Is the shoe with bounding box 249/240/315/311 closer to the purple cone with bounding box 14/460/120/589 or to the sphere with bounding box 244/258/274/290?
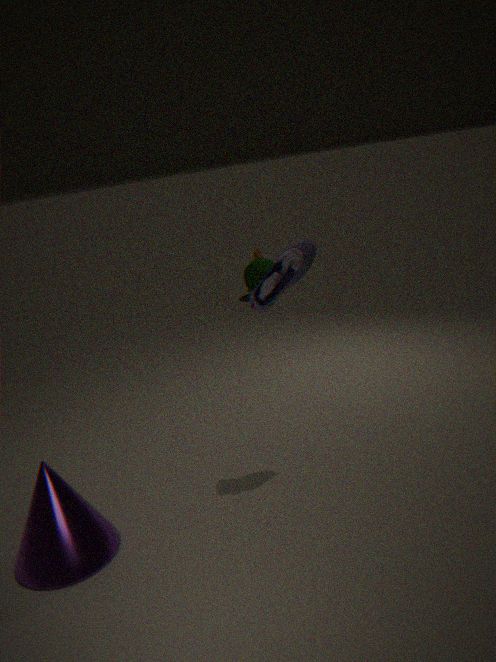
the purple cone with bounding box 14/460/120/589
